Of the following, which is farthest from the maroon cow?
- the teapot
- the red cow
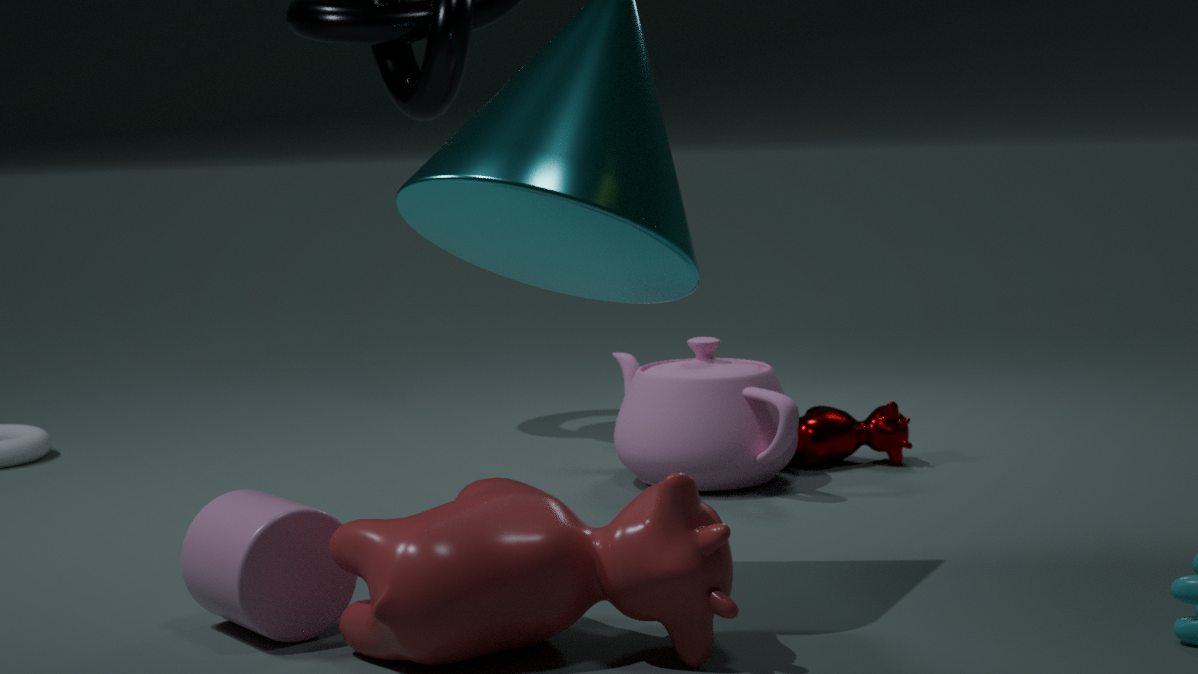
the red cow
